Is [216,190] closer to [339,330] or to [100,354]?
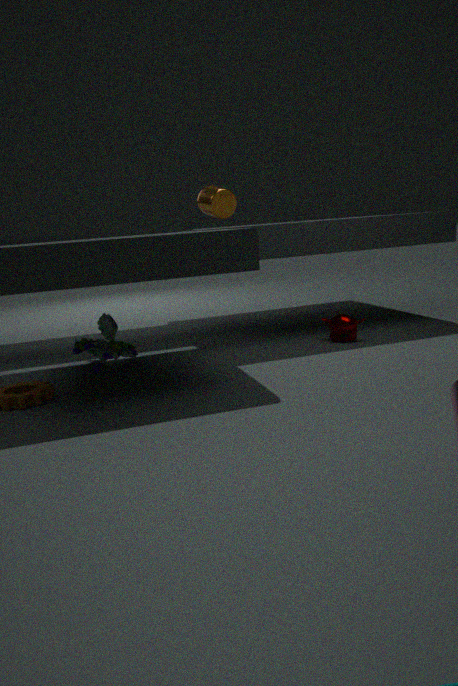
[339,330]
